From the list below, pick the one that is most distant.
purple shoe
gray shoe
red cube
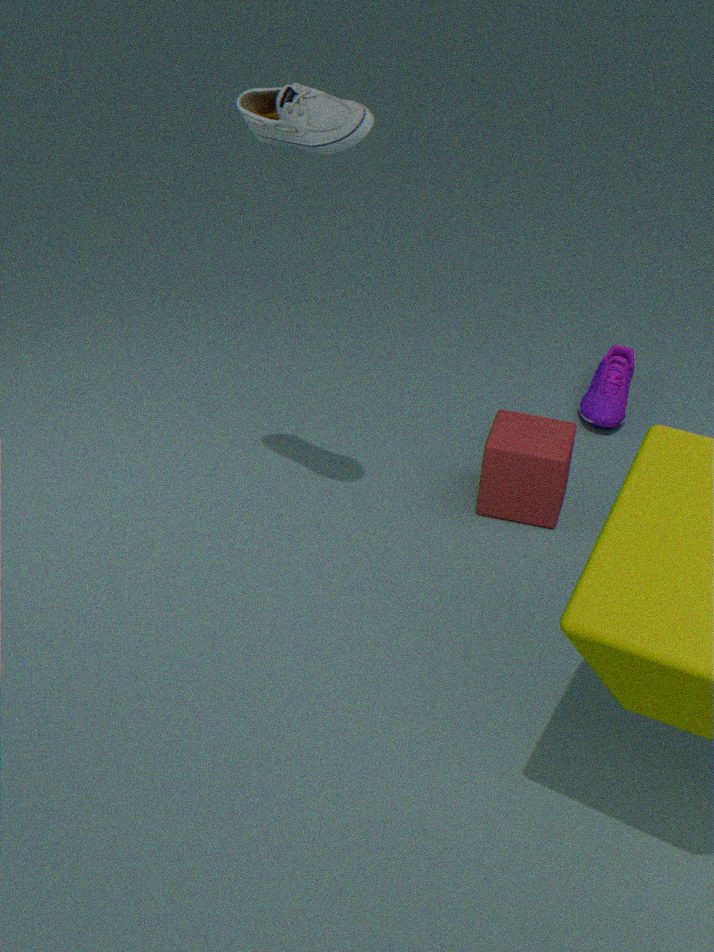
purple shoe
